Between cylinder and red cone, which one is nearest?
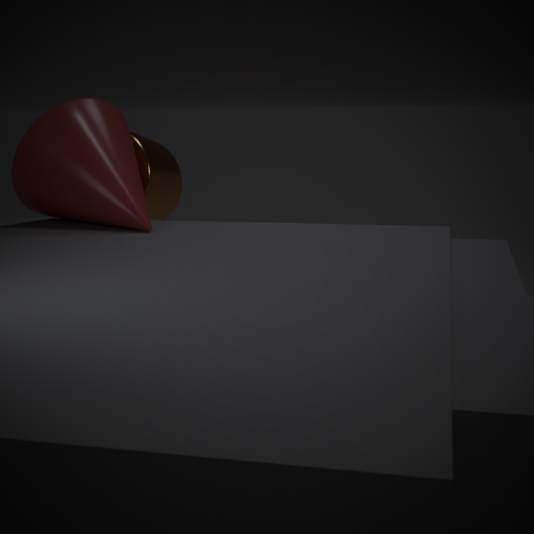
red cone
